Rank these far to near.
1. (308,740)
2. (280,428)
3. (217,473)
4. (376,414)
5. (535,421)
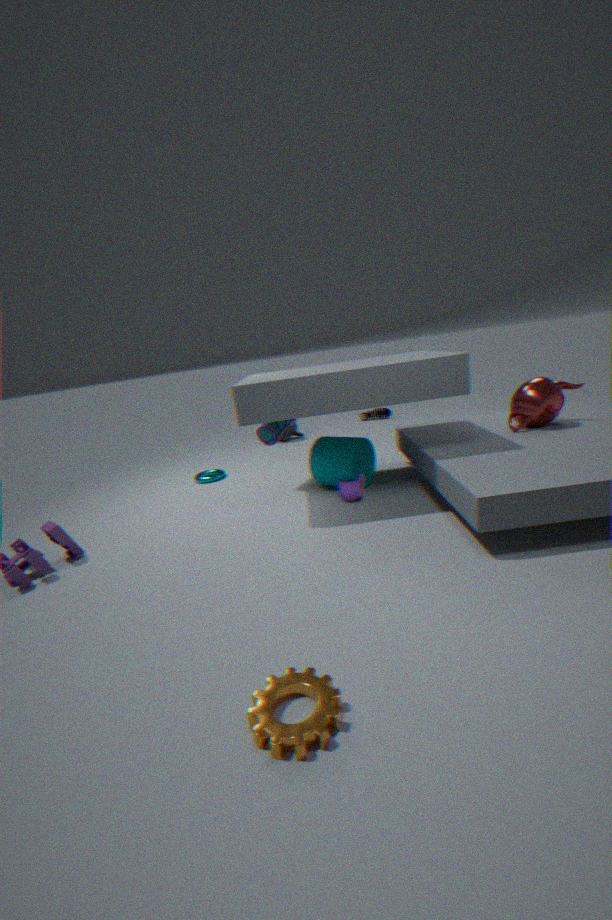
(376,414) → (217,473) → (280,428) → (535,421) → (308,740)
